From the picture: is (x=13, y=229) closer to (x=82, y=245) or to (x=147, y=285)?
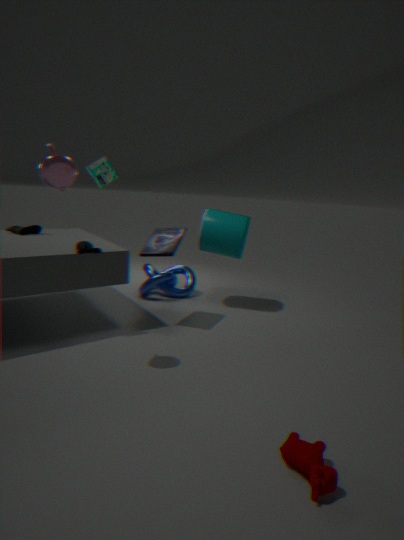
(x=82, y=245)
